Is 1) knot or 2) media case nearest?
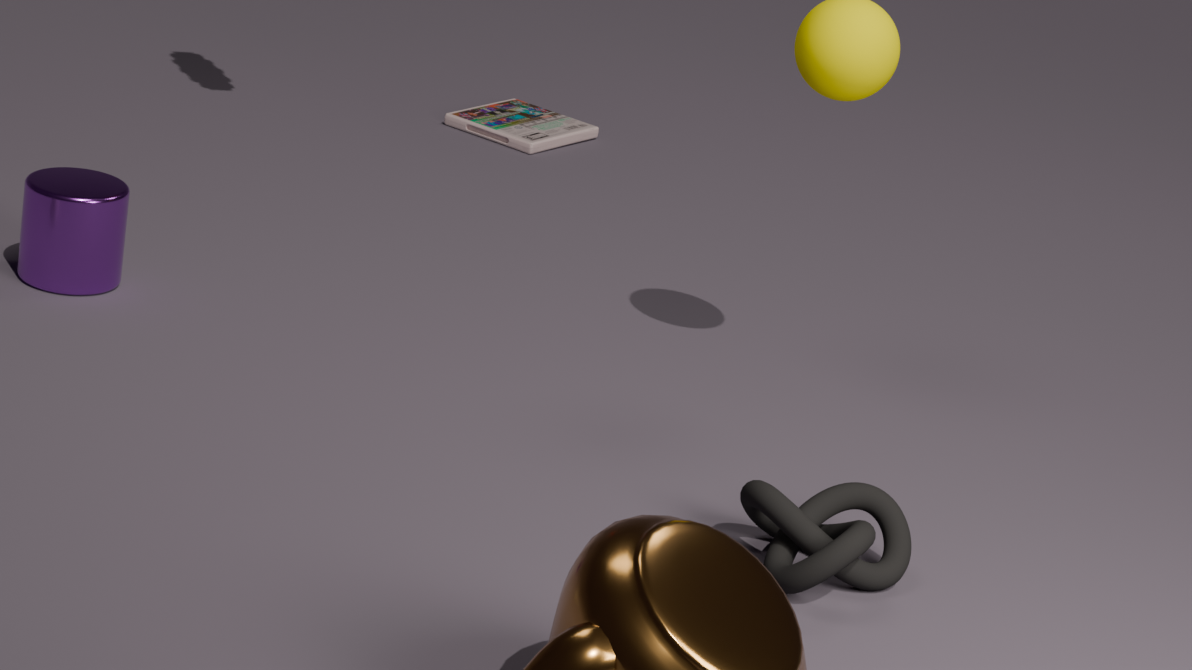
1. knot
